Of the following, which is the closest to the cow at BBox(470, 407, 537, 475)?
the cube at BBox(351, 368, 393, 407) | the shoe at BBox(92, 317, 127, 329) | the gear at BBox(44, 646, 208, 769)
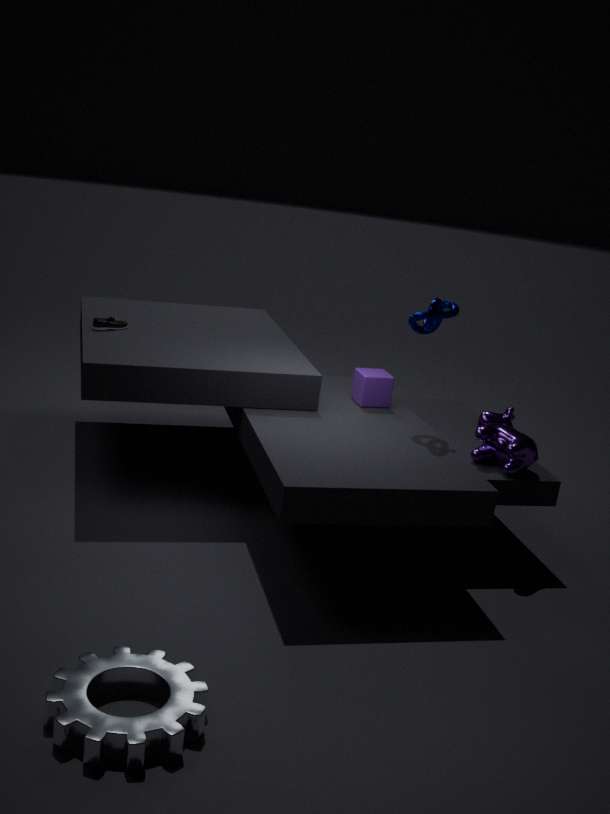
the cube at BBox(351, 368, 393, 407)
